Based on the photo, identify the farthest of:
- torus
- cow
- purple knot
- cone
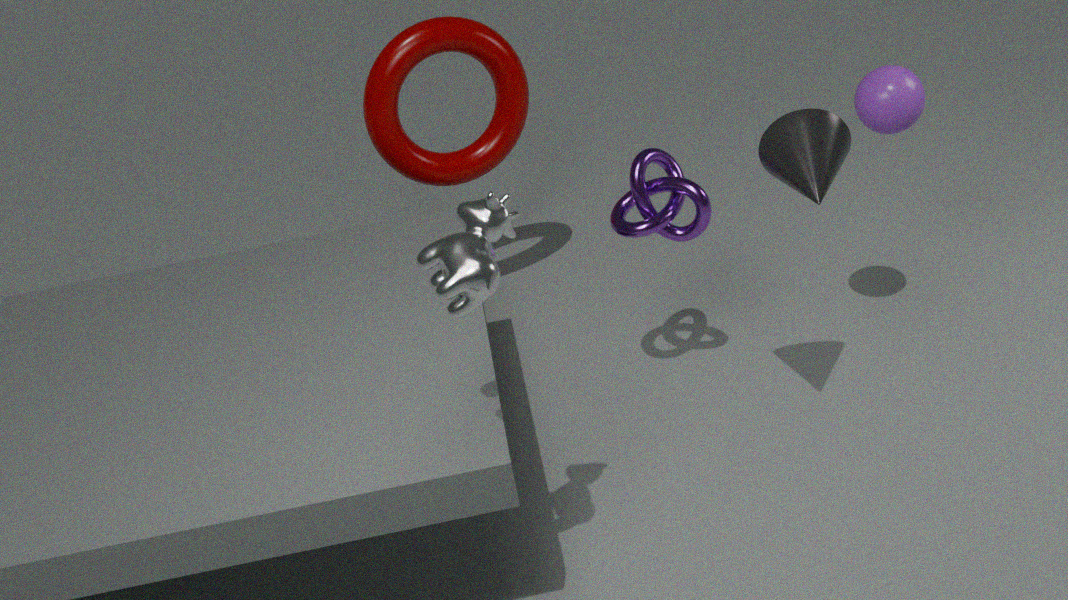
torus
